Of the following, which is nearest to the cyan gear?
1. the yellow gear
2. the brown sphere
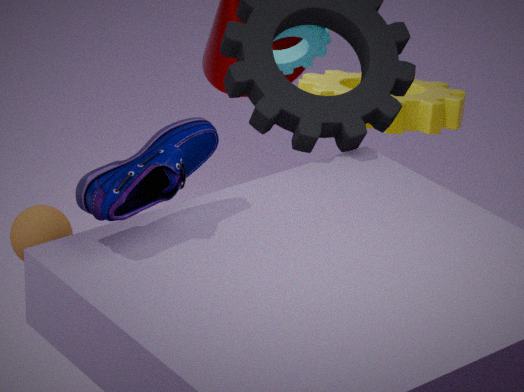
the yellow gear
